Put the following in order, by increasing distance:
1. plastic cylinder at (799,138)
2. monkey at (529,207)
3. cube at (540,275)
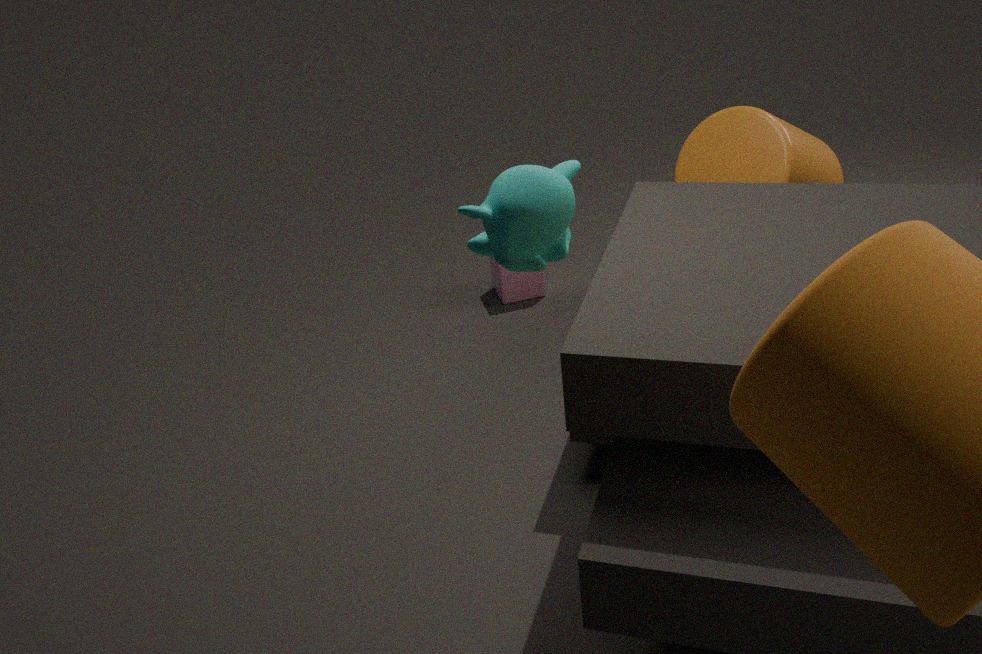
monkey at (529,207) < plastic cylinder at (799,138) < cube at (540,275)
